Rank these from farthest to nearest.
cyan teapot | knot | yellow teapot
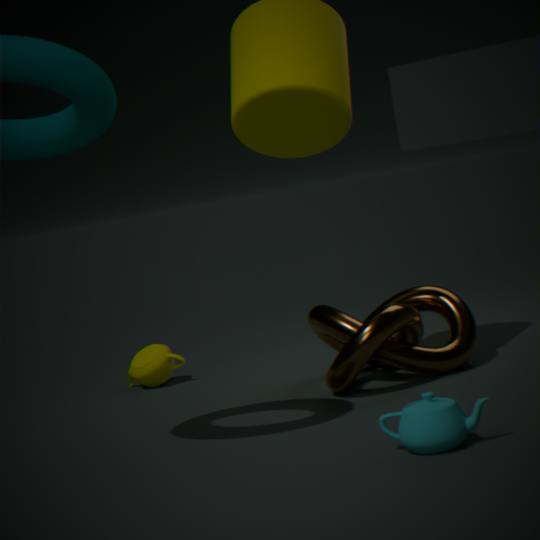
yellow teapot → knot → cyan teapot
